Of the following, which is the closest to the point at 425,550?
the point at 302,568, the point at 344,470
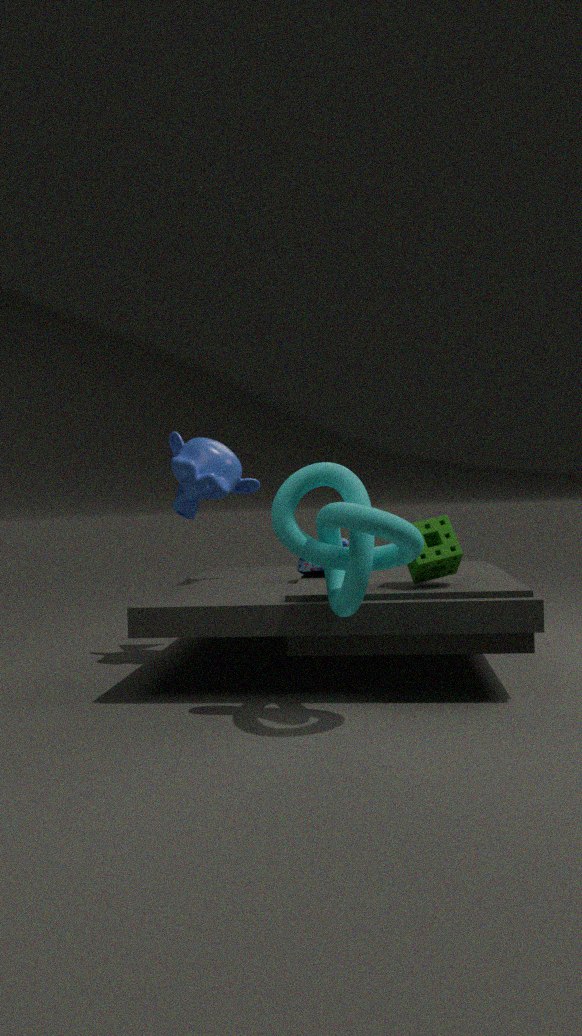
the point at 344,470
